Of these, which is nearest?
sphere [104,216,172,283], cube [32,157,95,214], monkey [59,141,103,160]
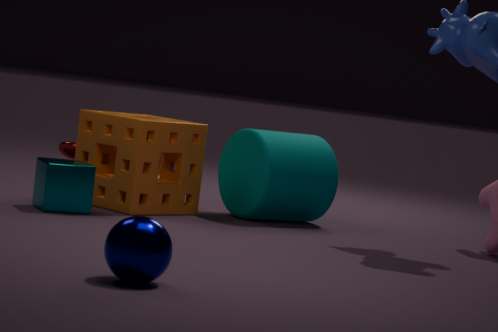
sphere [104,216,172,283]
